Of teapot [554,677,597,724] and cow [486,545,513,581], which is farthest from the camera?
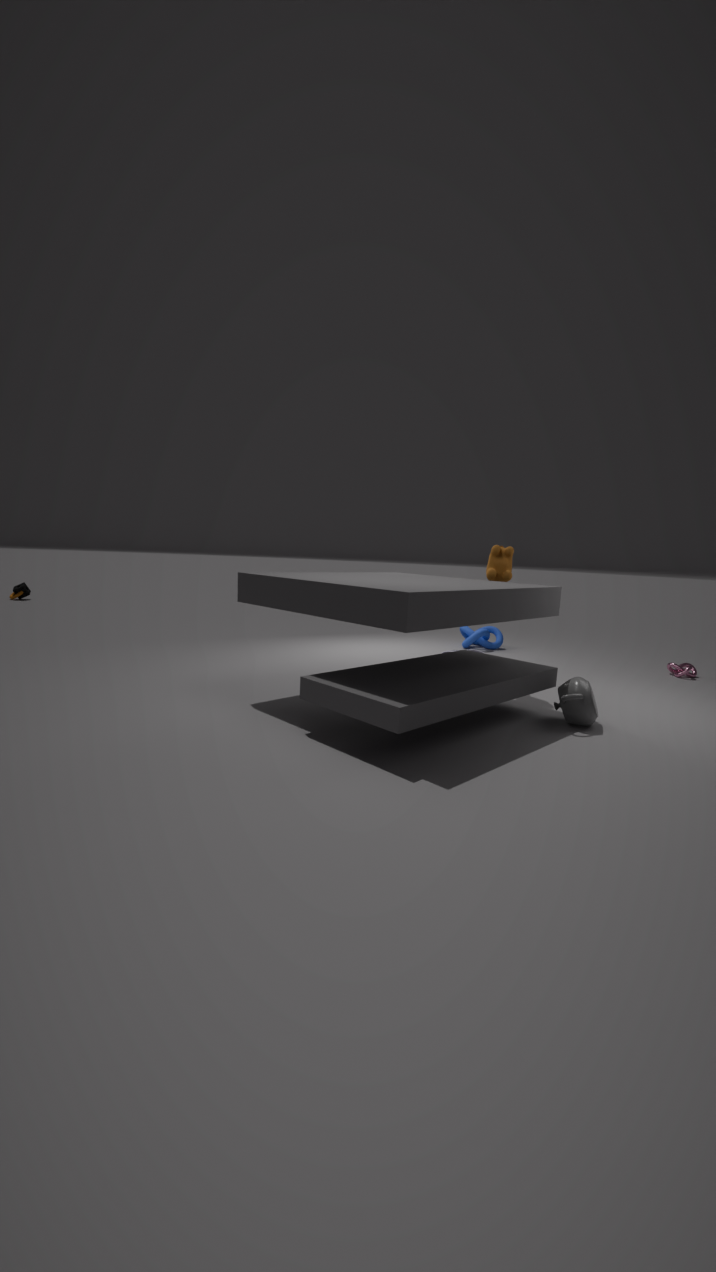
cow [486,545,513,581]
